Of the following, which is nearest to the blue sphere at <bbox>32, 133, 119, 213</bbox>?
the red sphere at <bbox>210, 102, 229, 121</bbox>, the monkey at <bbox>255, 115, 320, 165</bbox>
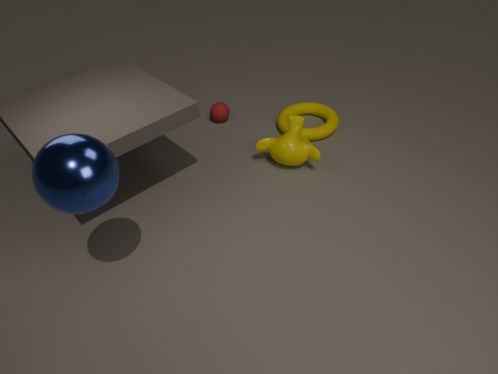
the monkey at <bbox>255, 115, 320, 165</bbox>
